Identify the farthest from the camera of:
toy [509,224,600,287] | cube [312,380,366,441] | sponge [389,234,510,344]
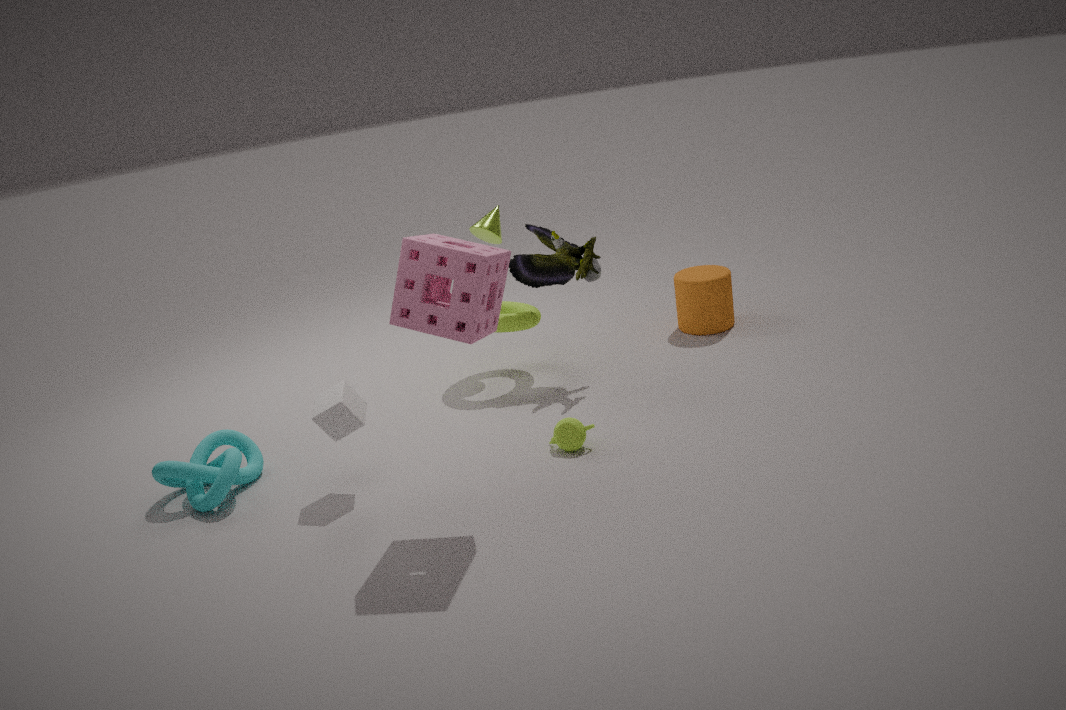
toy [509,224,600,287]
